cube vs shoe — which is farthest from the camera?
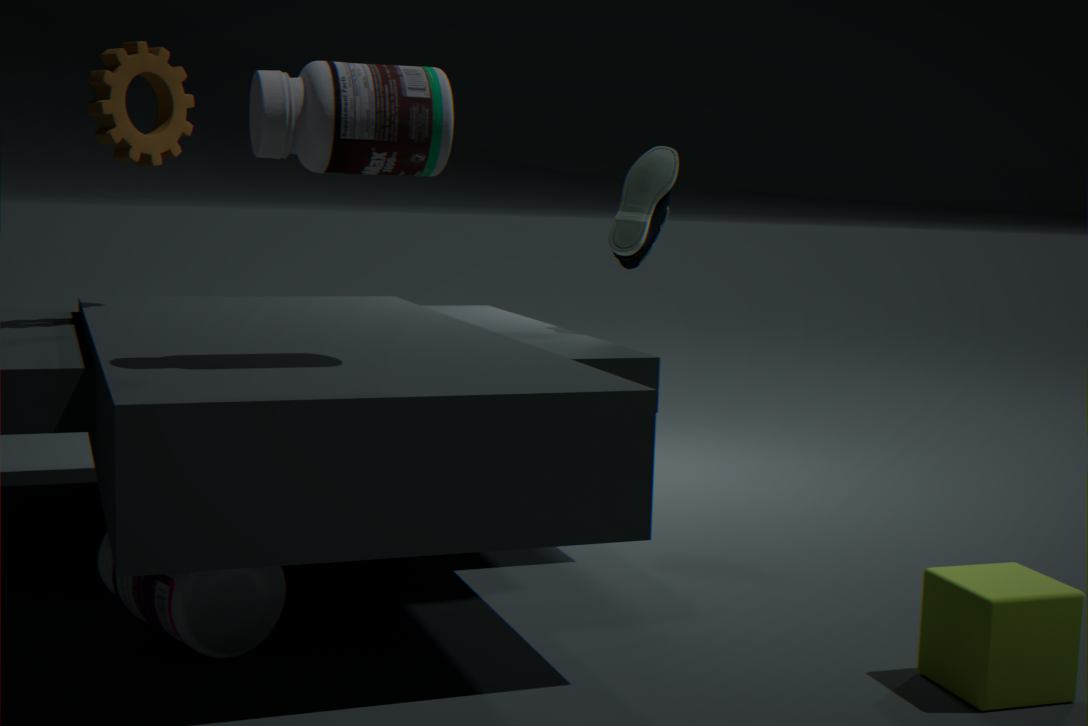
shoe
